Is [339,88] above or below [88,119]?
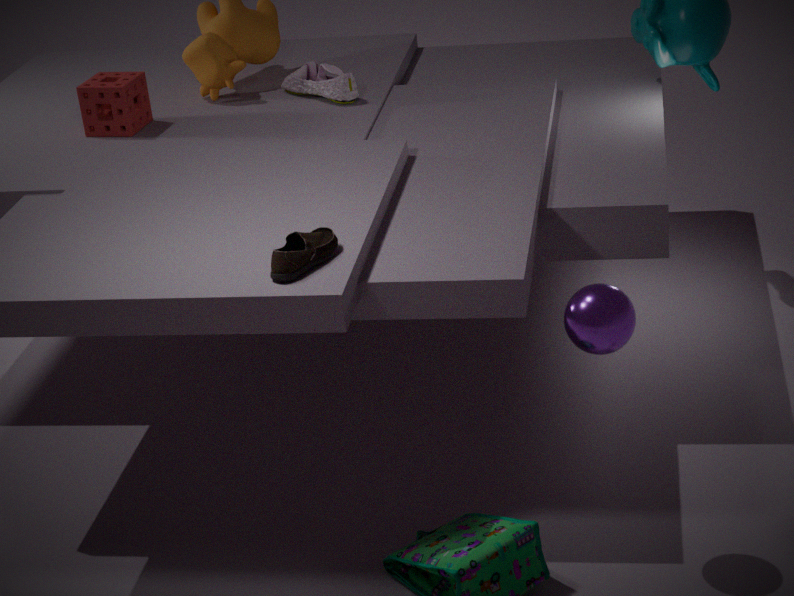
below
